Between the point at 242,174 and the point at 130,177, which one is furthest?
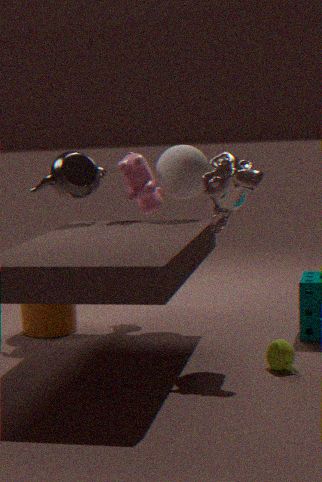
the point at 130,177
